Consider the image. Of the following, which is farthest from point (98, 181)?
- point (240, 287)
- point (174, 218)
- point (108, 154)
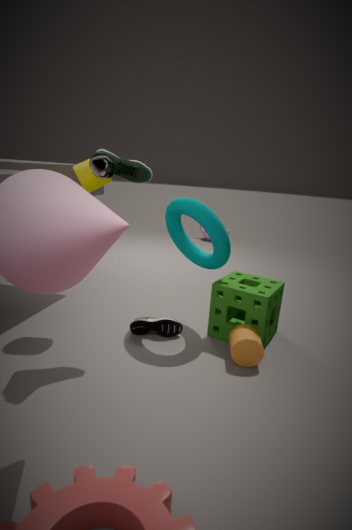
point (240, 287)
